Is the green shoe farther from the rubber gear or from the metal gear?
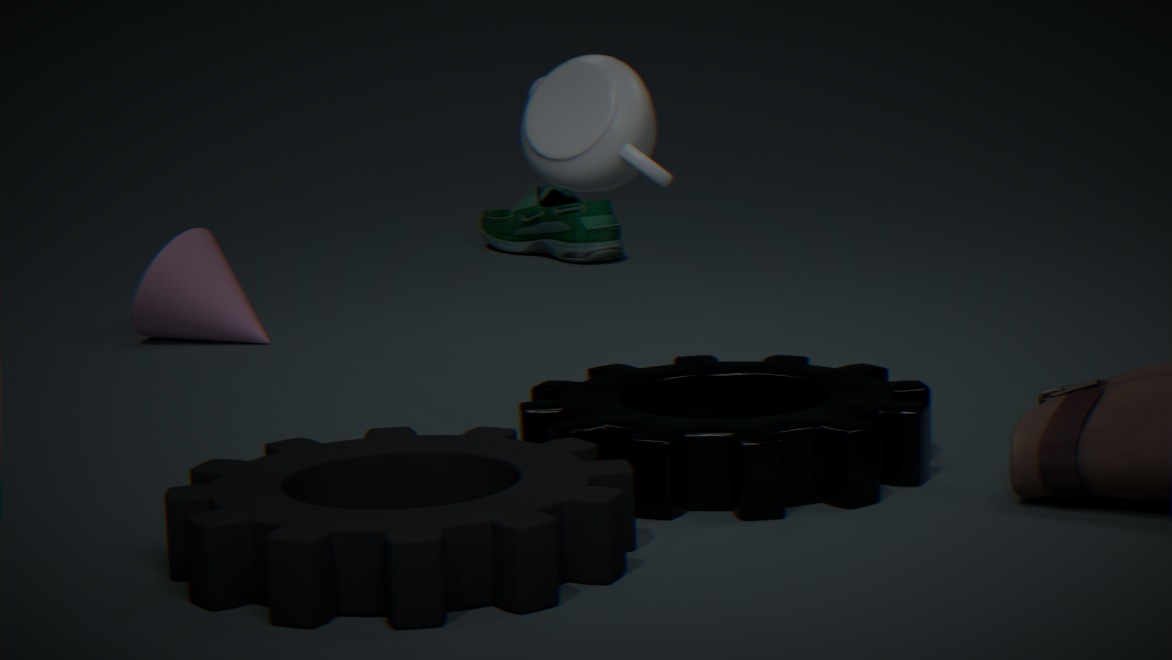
the rubber gear
